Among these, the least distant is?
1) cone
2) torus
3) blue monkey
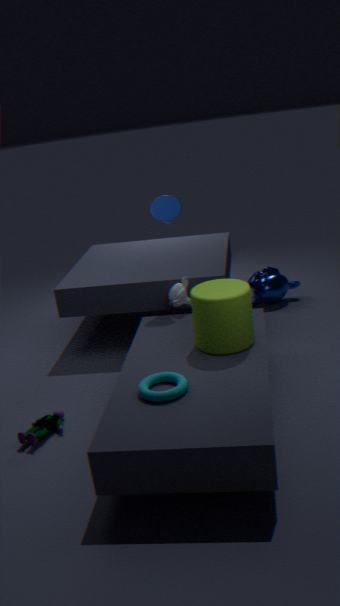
2. torus
